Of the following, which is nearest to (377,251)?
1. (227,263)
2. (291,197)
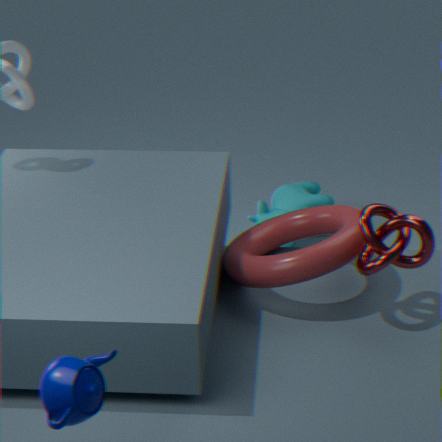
(227,263)
